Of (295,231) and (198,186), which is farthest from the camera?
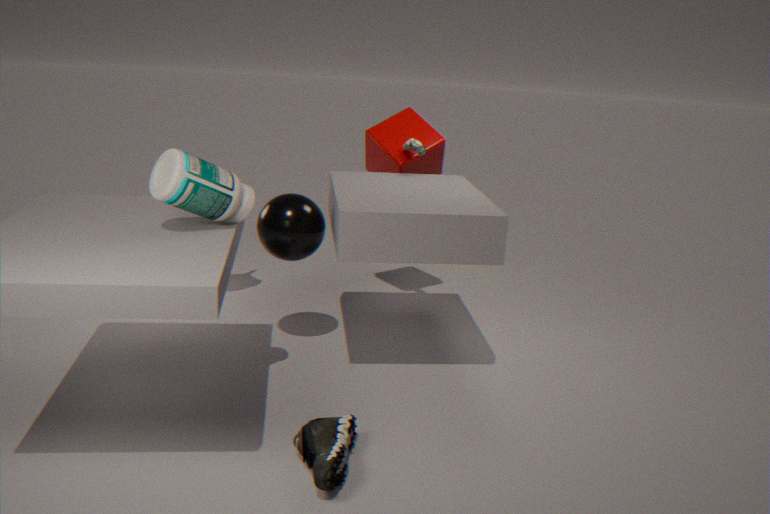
(295,231)
